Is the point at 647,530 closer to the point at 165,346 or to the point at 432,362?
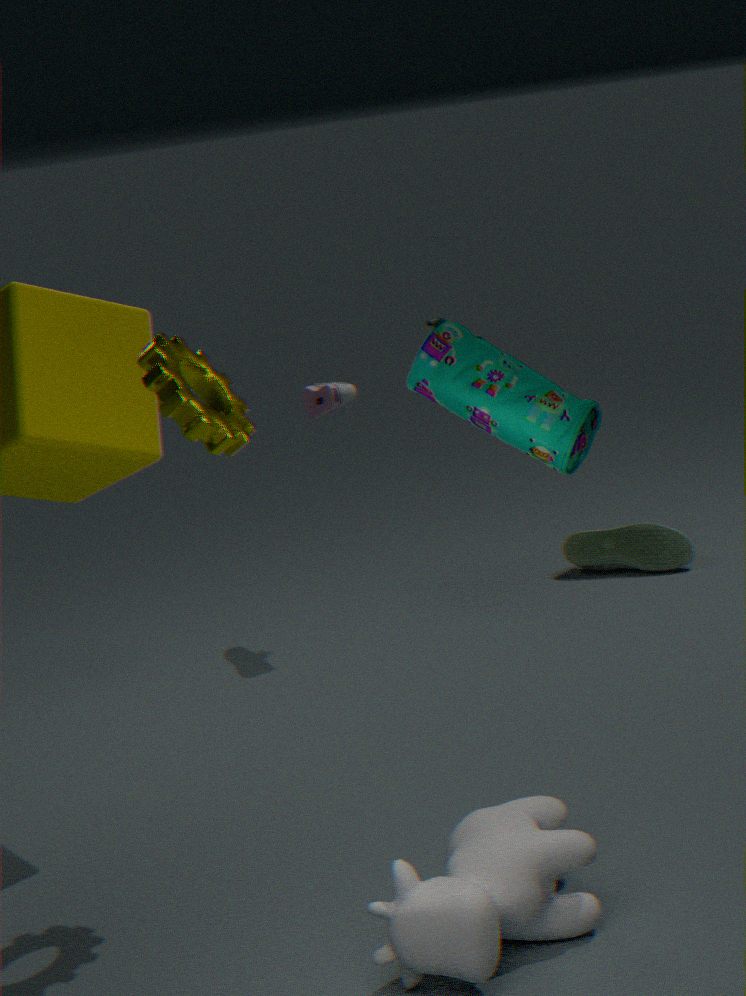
the point at 165,346
